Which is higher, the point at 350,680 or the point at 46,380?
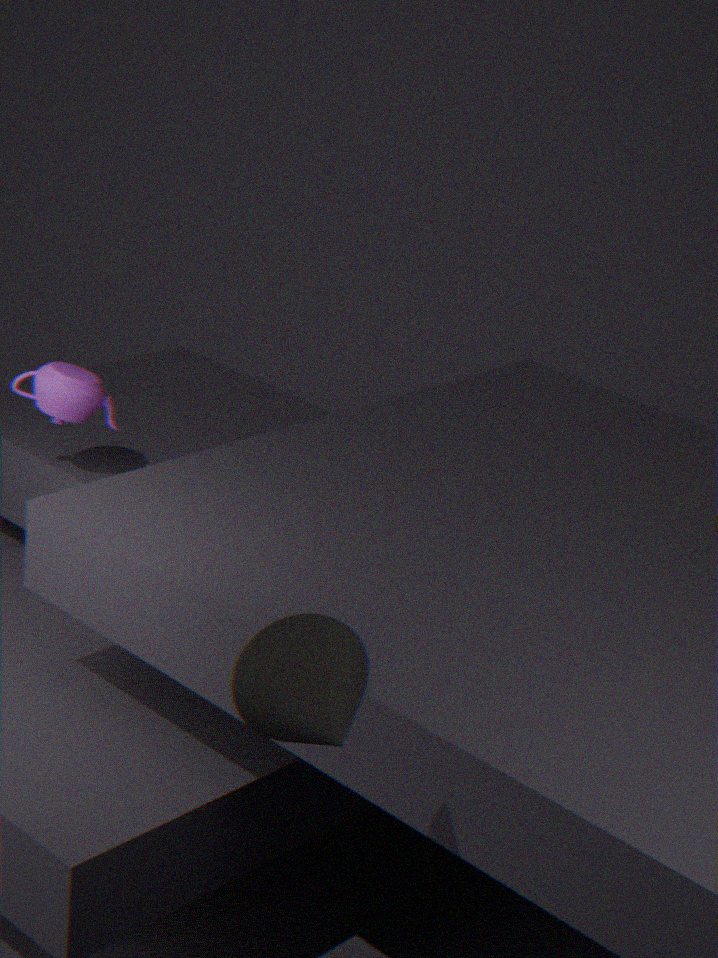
the point at 350,680
